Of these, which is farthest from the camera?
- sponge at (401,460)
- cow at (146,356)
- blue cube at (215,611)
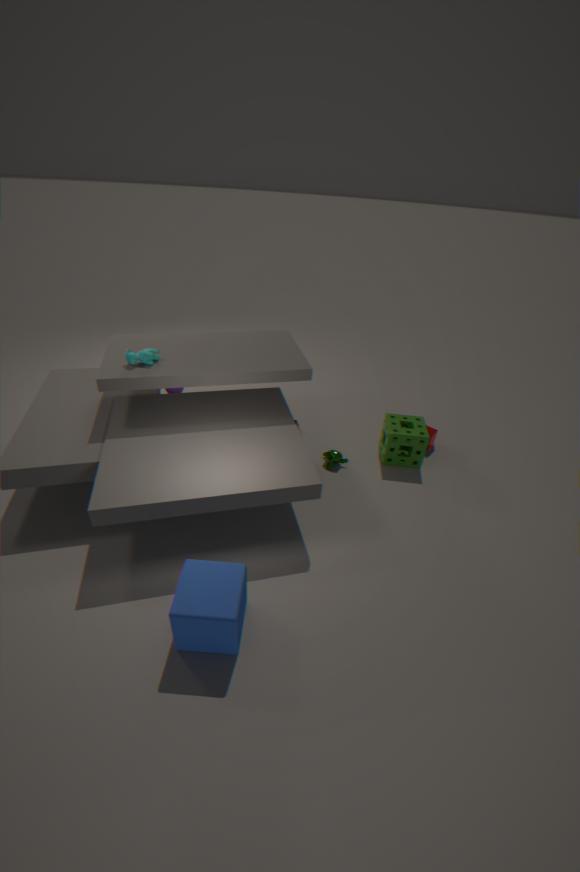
sponge at (401,460)
